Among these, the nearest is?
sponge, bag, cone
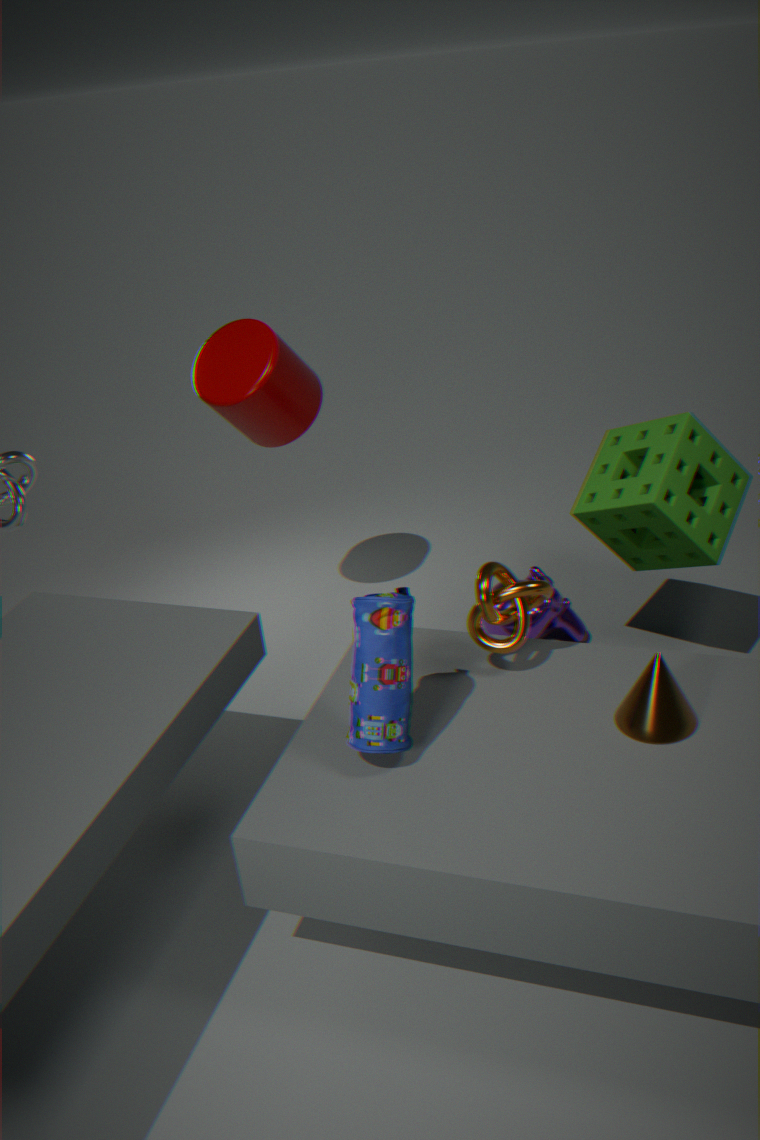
bag
